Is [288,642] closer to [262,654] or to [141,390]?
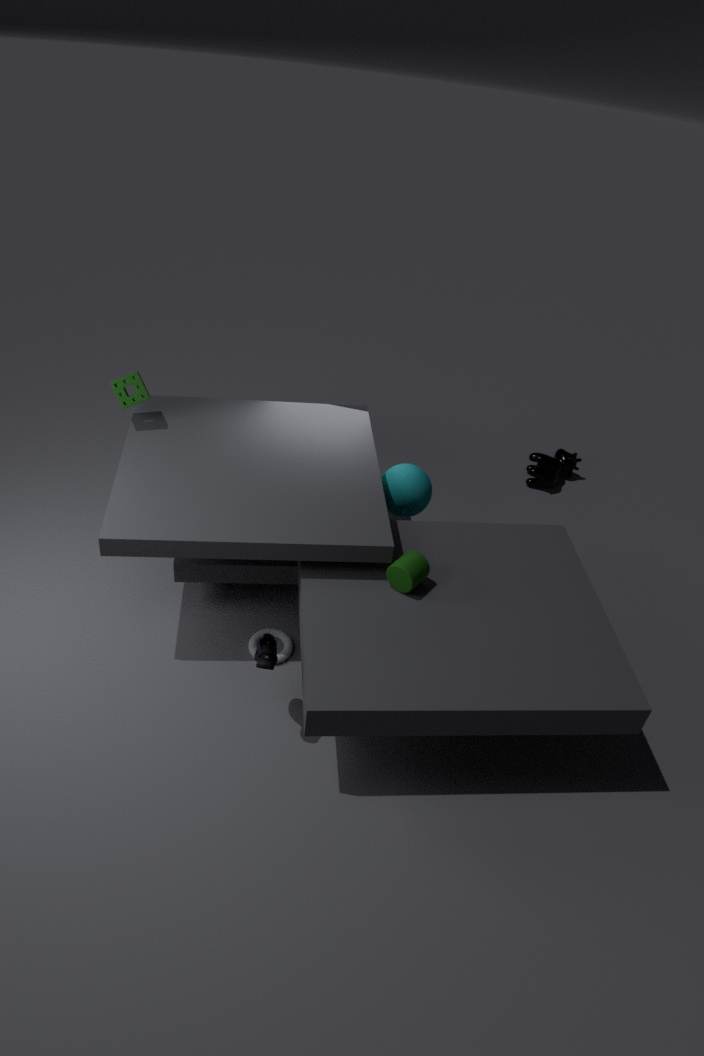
[262,654]
